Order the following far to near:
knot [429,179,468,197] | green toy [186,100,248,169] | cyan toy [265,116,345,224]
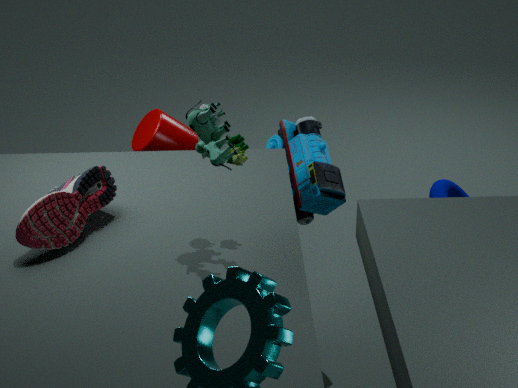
knot [429,179,468,197], cyan toy [265,116,345,224], green toy [186,100,248,169]
